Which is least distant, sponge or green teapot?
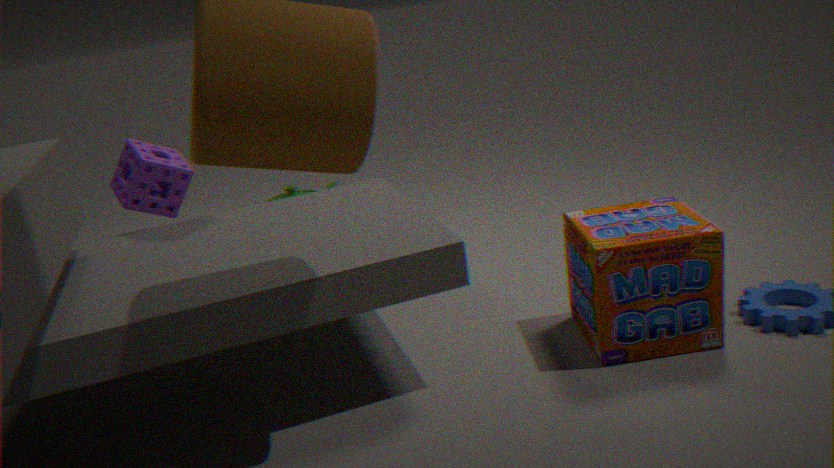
sponge
